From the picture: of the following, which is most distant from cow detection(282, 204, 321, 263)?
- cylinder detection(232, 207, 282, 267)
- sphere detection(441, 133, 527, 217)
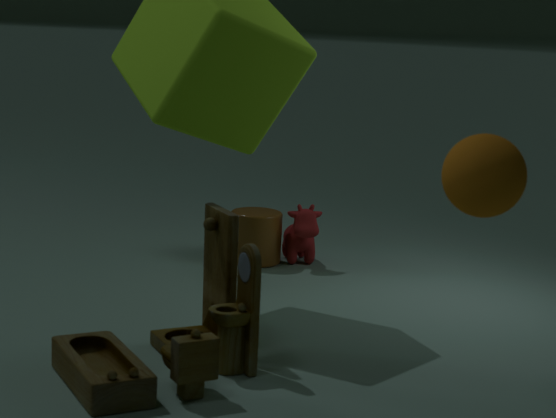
sphere detection(441, 133, 527, 217)
